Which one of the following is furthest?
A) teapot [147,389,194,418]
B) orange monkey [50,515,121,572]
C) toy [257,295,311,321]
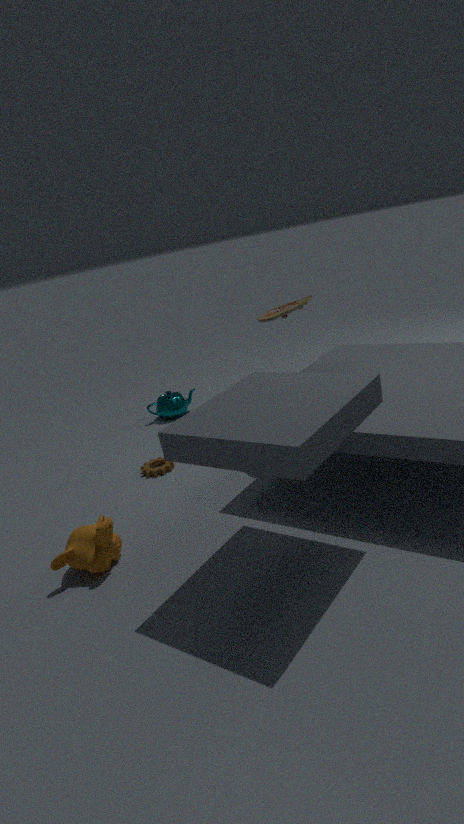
teapot [147,389,194,418]
